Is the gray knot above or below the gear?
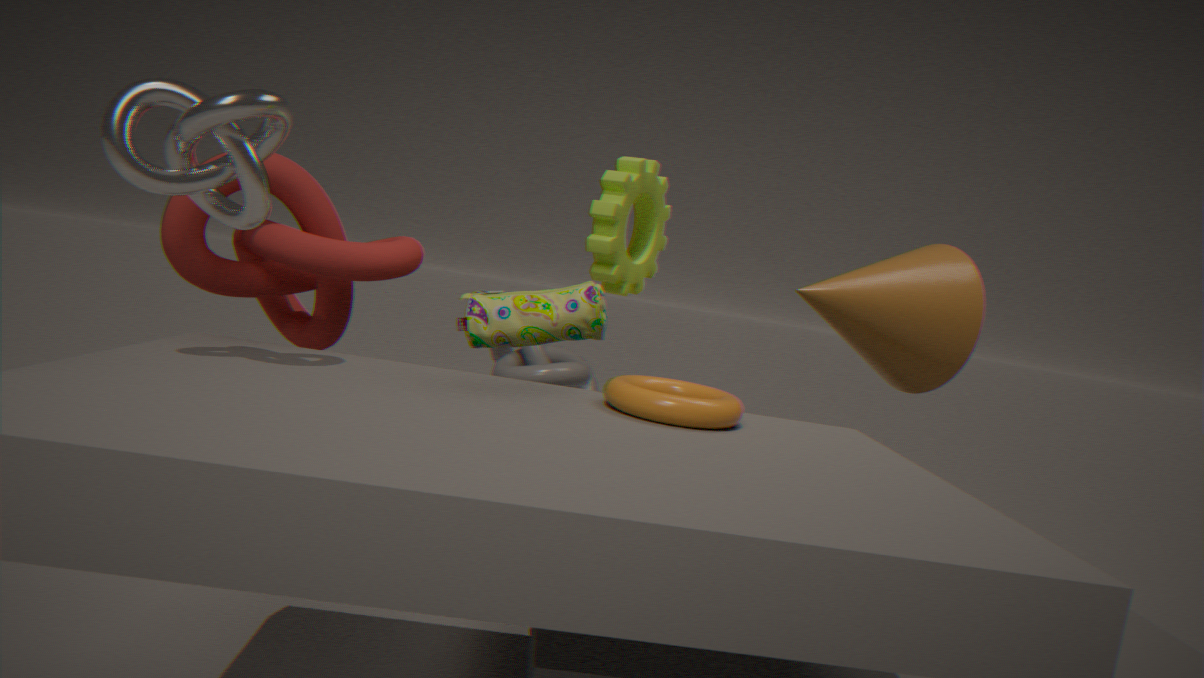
below
